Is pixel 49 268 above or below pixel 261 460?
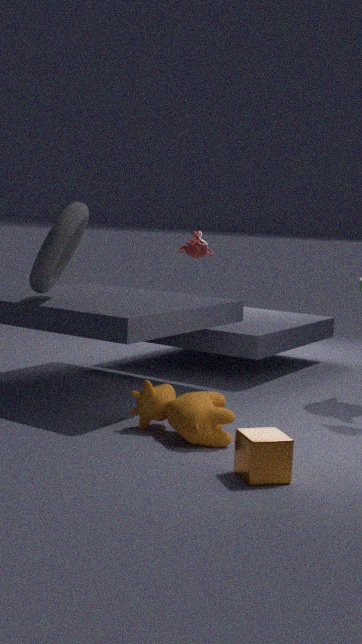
above
